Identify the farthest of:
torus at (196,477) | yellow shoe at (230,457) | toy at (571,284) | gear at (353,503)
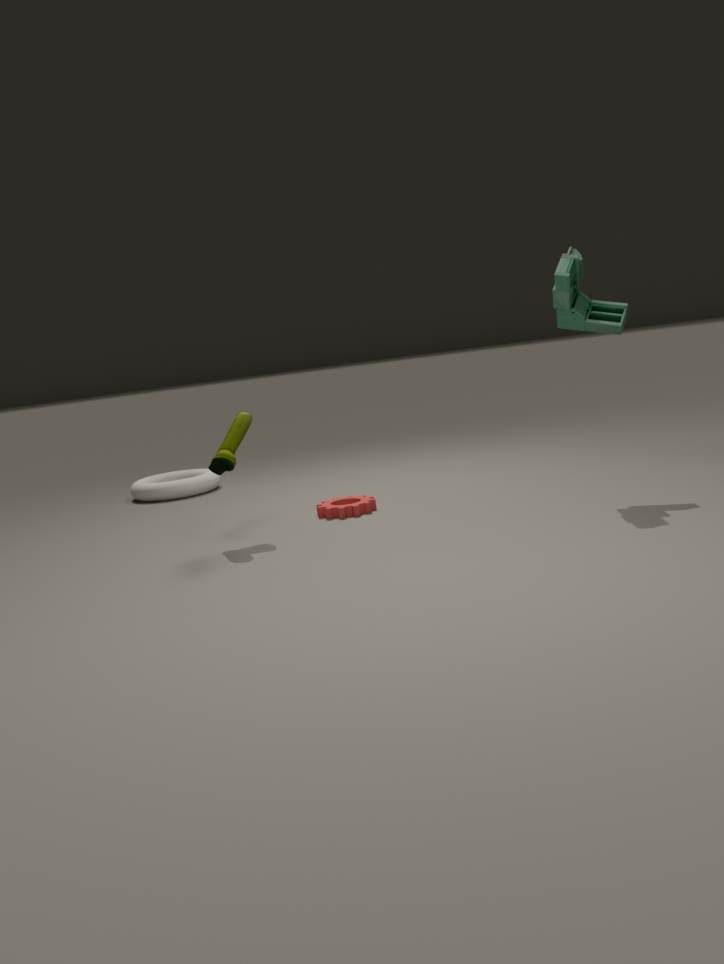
torus at (196,477)
